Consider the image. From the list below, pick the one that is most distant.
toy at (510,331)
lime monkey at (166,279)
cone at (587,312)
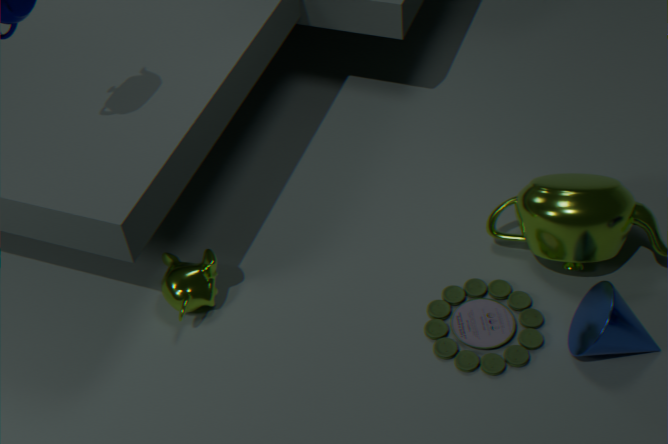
lime monkey at (166,279)
